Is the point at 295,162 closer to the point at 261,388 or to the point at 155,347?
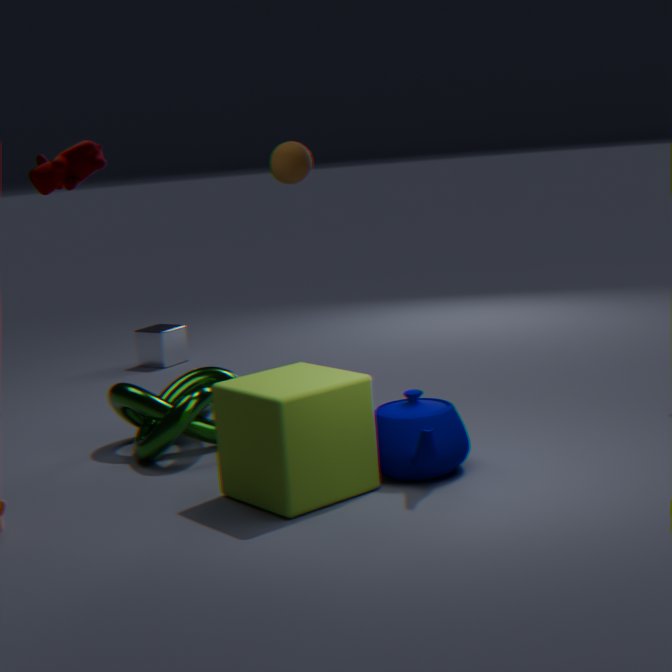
the point at 155,347
